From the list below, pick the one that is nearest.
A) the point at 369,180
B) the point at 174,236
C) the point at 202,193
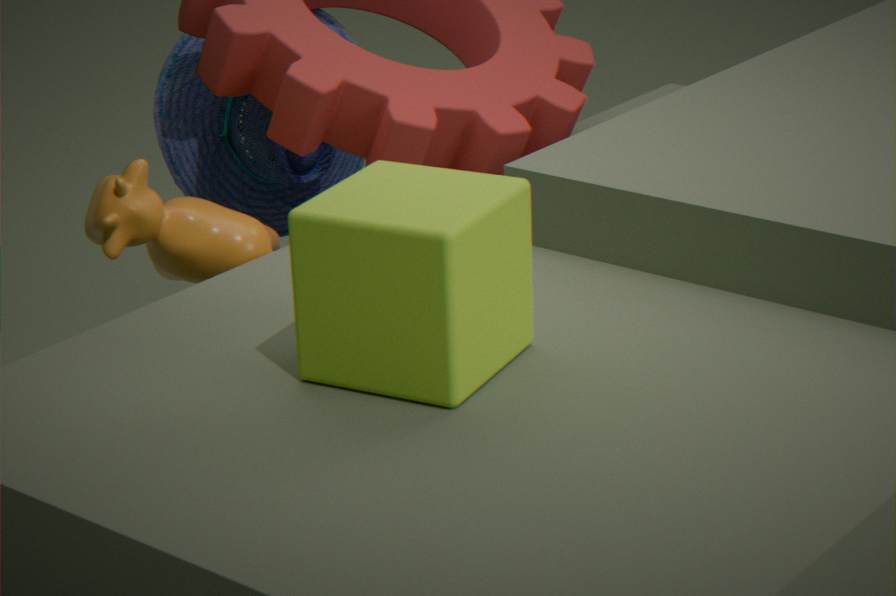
the point at 369,180
